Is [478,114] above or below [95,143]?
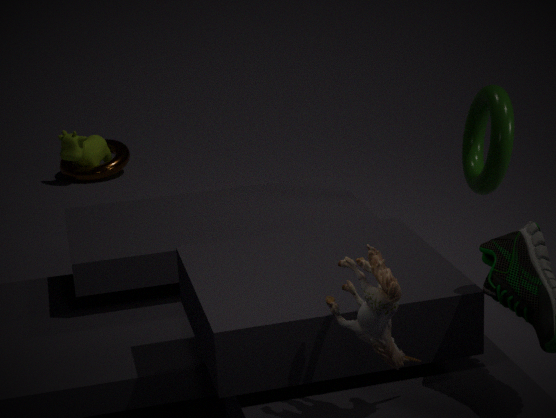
above
